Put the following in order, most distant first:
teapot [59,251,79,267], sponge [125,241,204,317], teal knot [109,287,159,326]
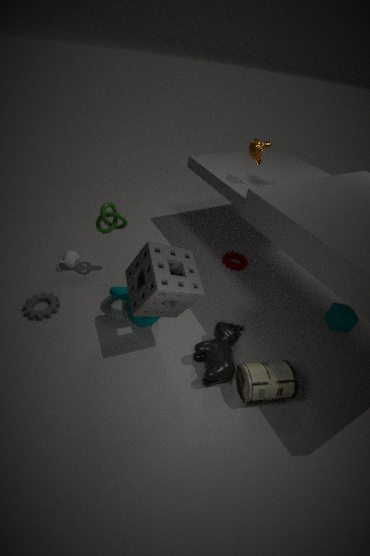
teapot [59,251,79,267] → teal knot [109,287,159,326] → sponge [125,241,204,317]
